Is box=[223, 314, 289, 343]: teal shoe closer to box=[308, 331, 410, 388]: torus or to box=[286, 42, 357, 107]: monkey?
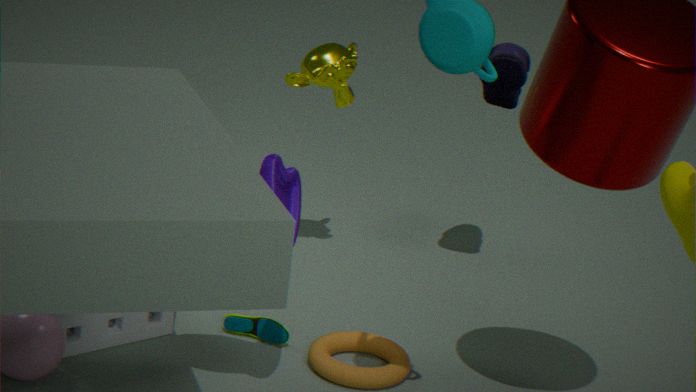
box=[308, 331, 410, 388]: torus
